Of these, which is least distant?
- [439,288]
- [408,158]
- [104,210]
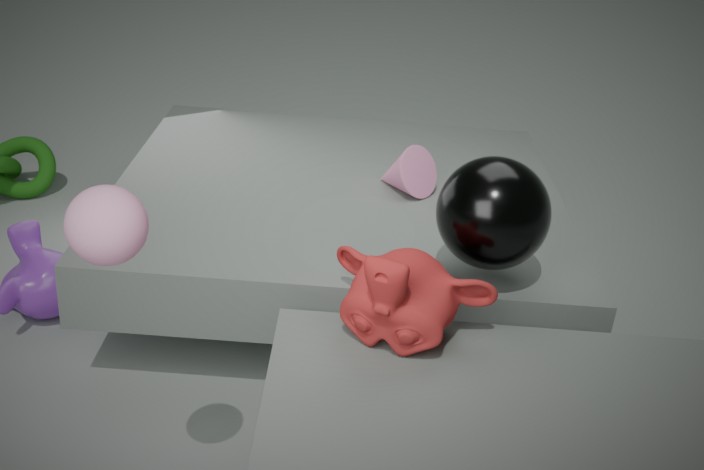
[104,210]
